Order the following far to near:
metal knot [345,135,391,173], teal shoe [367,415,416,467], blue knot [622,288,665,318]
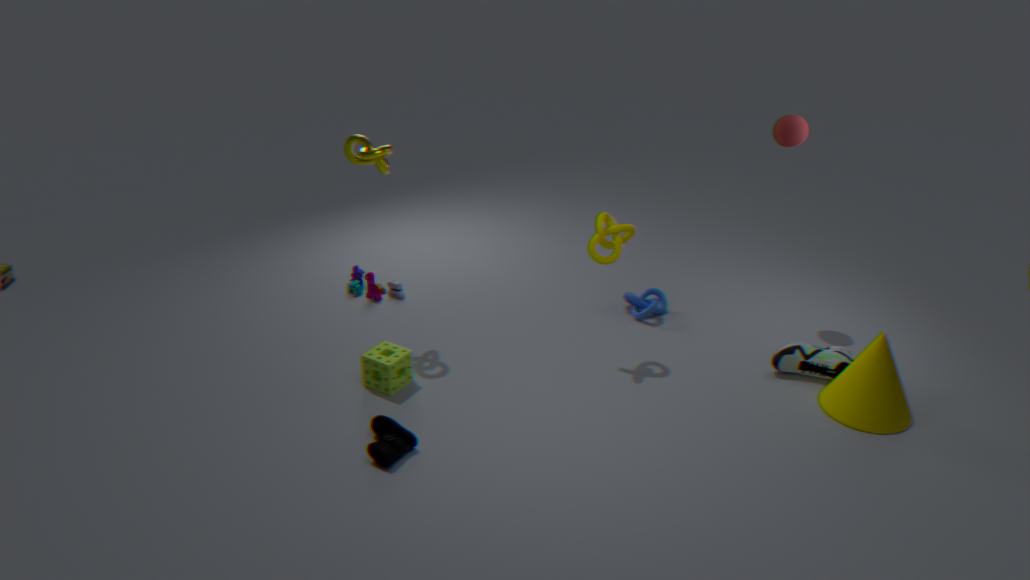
blue knot [622,288,665,318], metal knot [345,135,391,173], teal shoe [367,415,416,467]
